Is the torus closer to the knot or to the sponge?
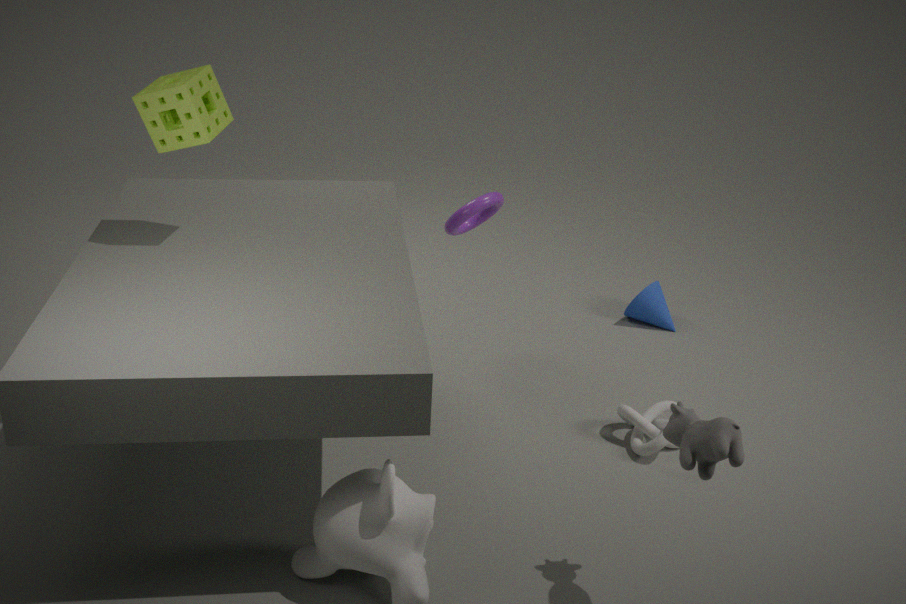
the knot
